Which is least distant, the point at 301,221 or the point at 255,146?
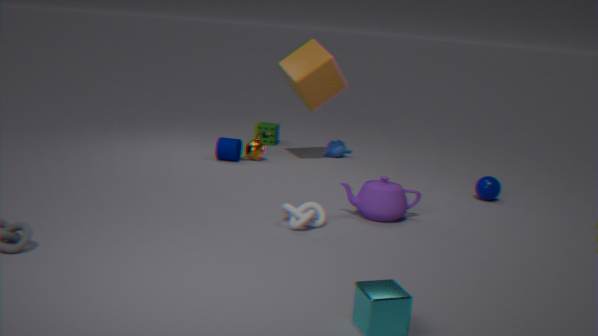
the point at 301,221
